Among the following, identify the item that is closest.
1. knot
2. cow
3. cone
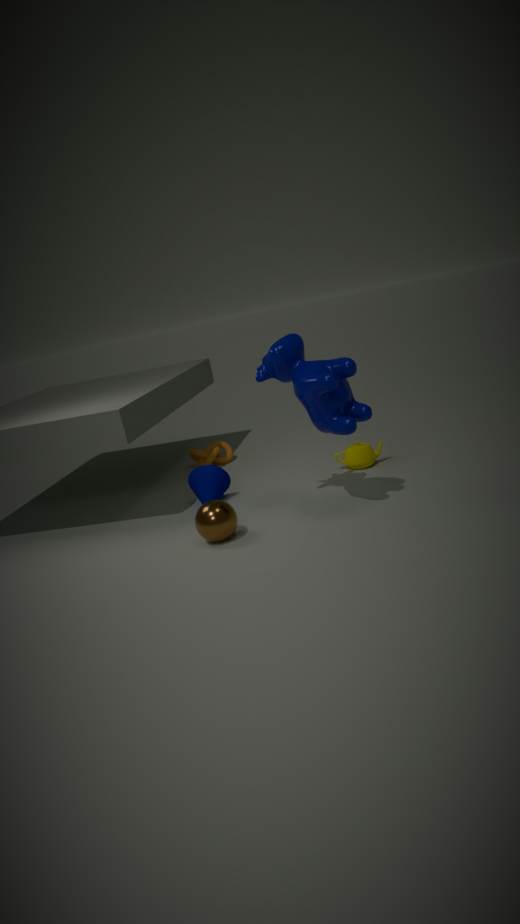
cow
